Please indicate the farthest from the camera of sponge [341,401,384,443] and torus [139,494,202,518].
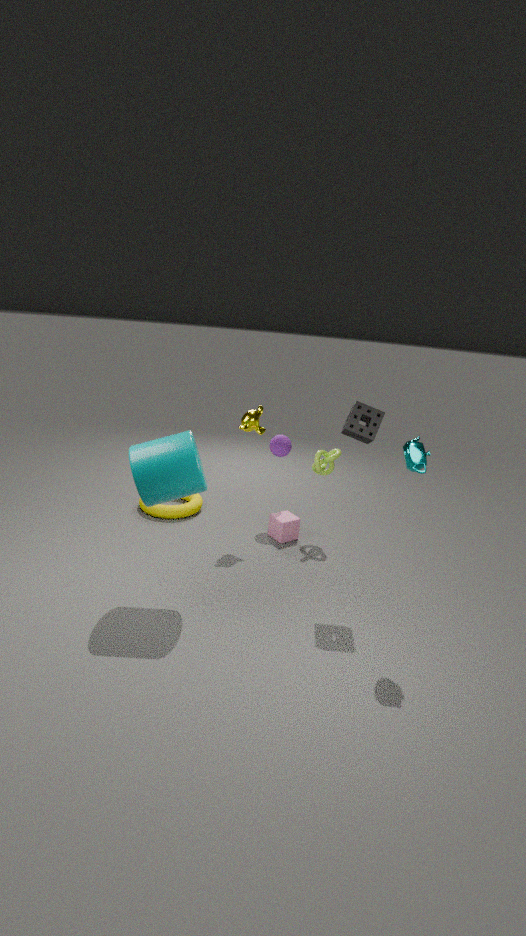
torus [139,494,202,518]
